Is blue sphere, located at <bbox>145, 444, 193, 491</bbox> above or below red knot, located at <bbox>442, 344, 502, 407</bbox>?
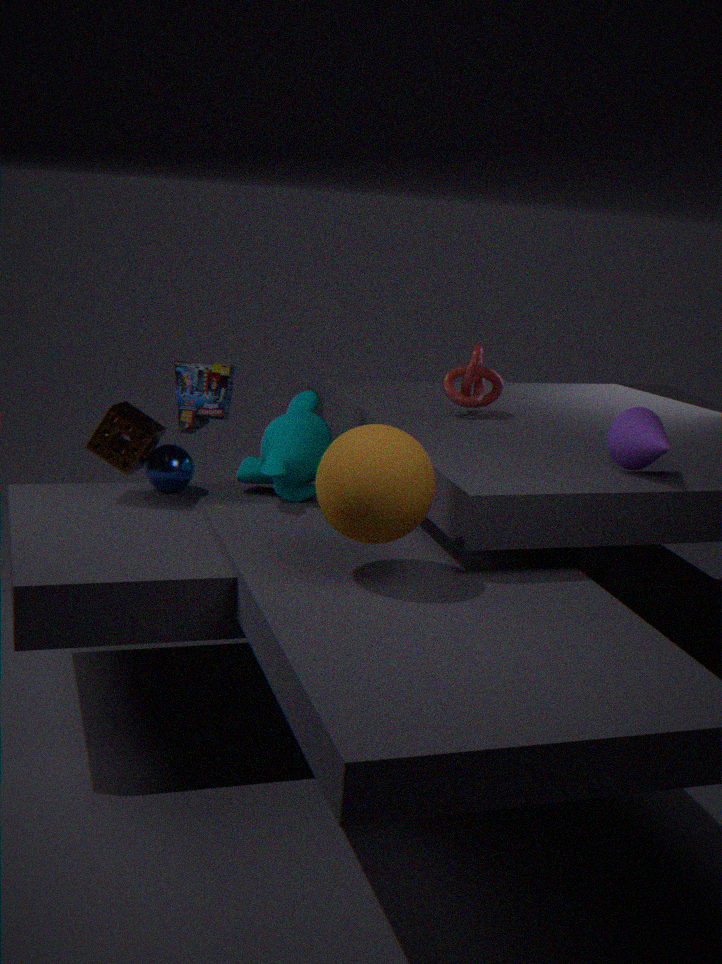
below
